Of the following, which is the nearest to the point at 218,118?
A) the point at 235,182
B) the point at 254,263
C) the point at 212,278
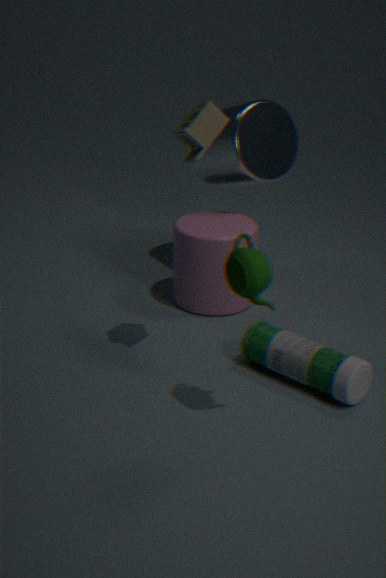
the point at 254,263
